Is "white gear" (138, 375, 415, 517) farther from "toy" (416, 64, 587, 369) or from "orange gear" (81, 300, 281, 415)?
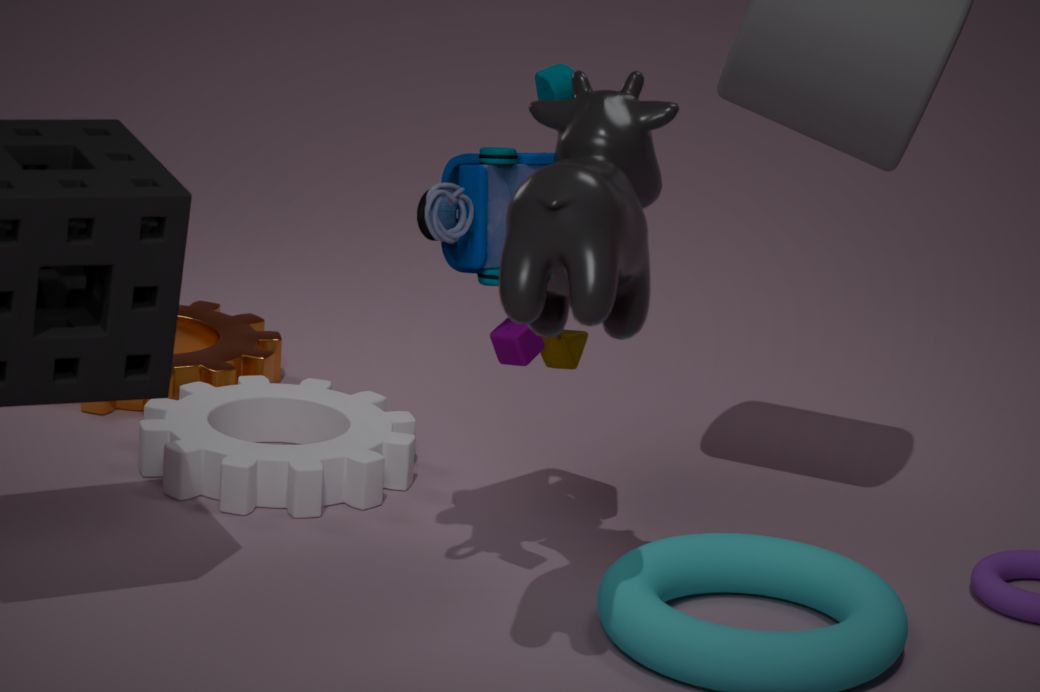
"toy" (416, 64, 587, 369)
